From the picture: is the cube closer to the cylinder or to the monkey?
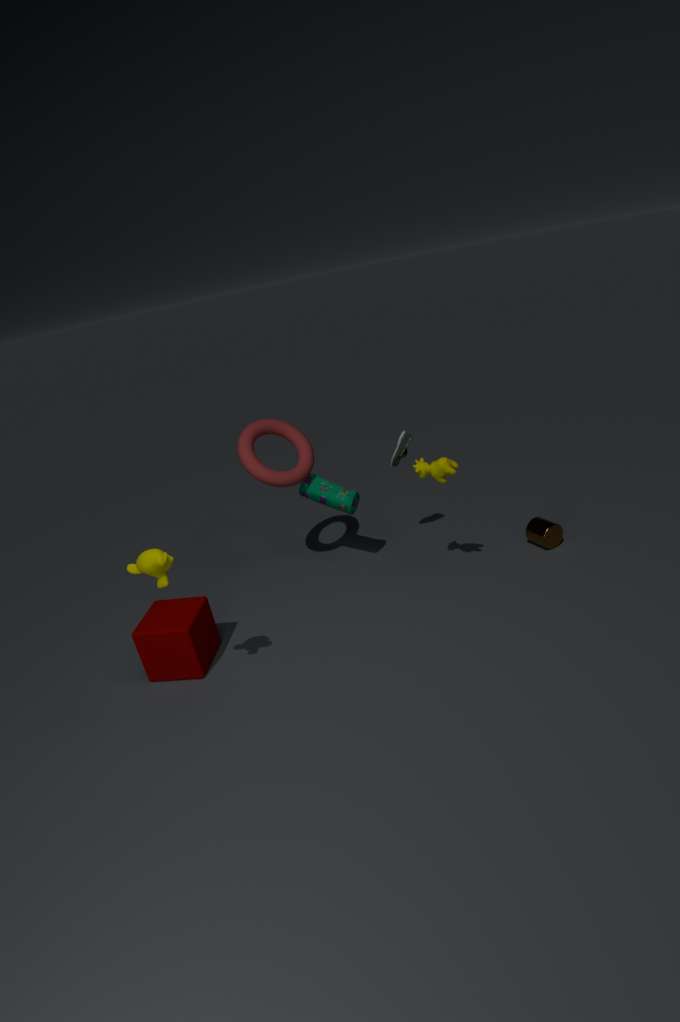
the monkey
